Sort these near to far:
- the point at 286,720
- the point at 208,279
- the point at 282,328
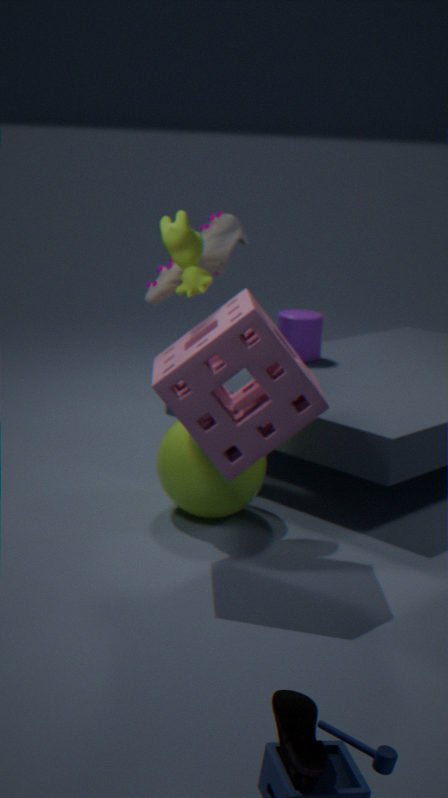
1. the point at 286,720
2. the point at 208,279
3. the point at 282,328
